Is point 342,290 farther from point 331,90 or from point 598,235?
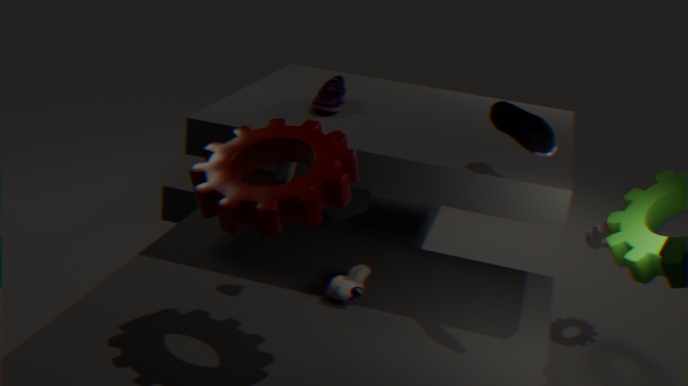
point 598,235
